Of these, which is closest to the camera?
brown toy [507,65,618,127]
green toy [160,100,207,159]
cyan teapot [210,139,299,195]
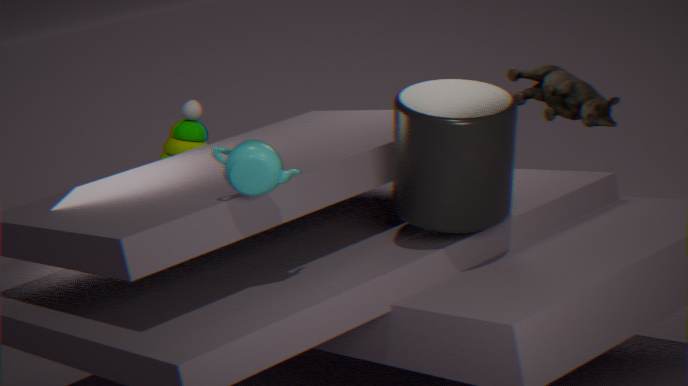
cyan teapot [210,139,299,195]
